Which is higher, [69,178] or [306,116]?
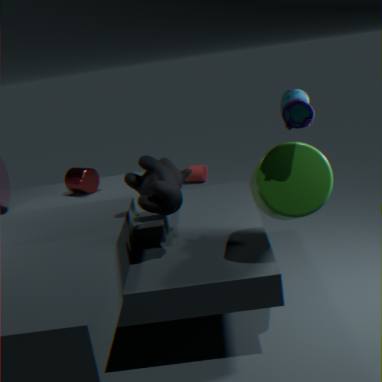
[306,116]
